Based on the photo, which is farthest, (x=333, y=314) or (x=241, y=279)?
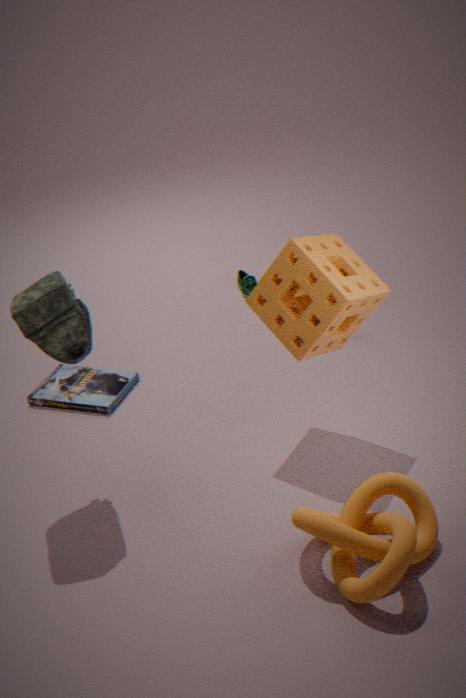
(x=241, y=279)
